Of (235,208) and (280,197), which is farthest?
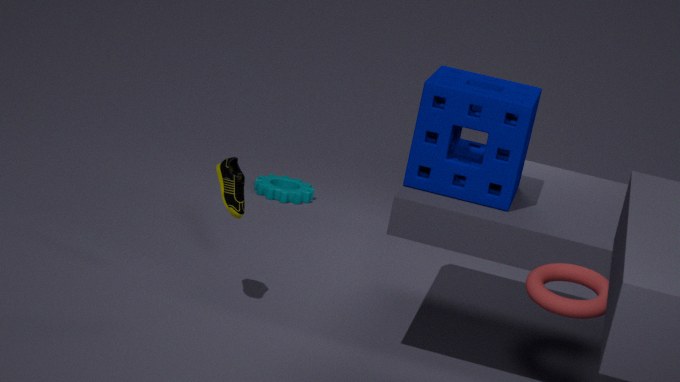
(280,197)
